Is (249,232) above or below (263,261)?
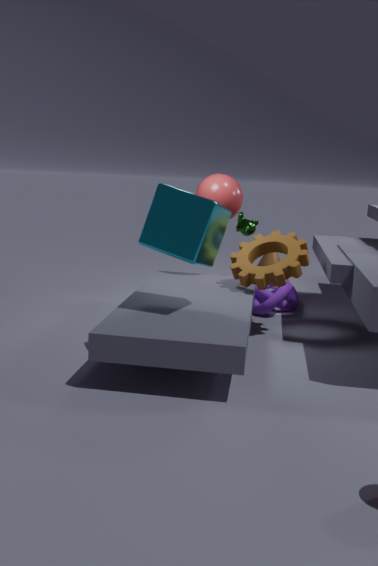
above
